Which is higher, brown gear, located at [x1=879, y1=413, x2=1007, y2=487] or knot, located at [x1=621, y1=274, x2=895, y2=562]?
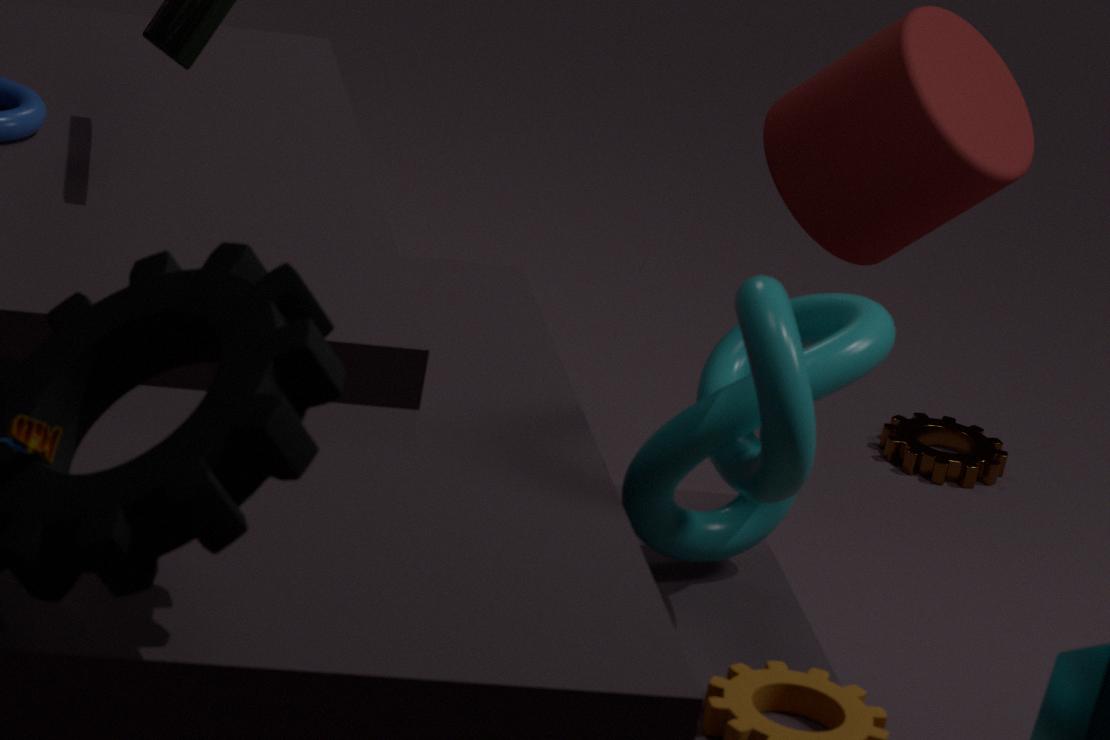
knot, located at [x1=621, y1=274, x2=895, y2=562]
